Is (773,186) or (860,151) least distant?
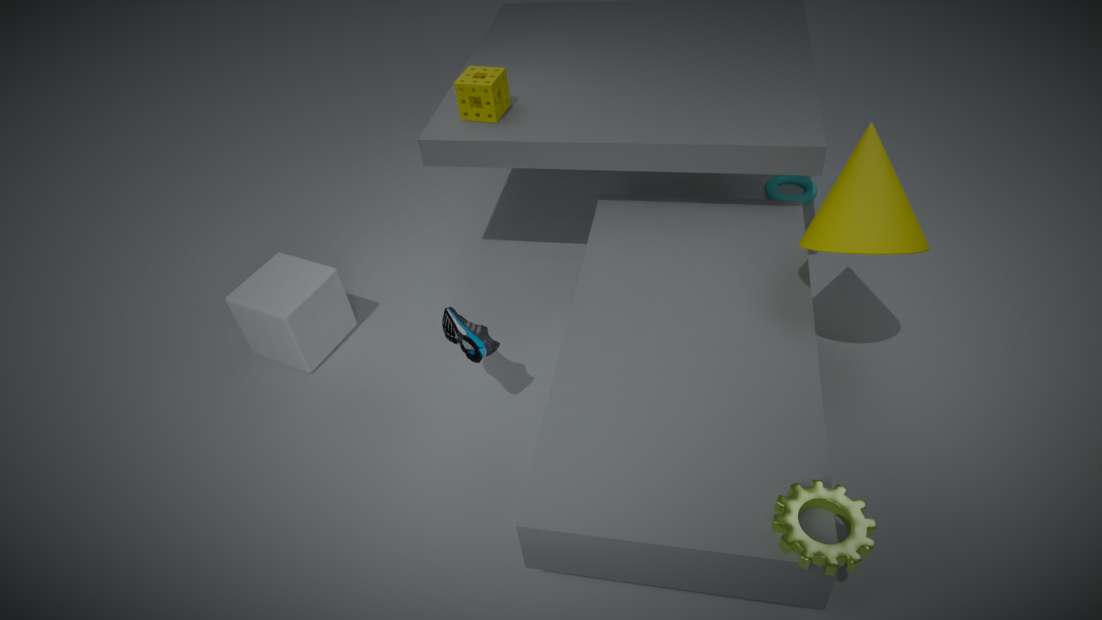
(860,151)
